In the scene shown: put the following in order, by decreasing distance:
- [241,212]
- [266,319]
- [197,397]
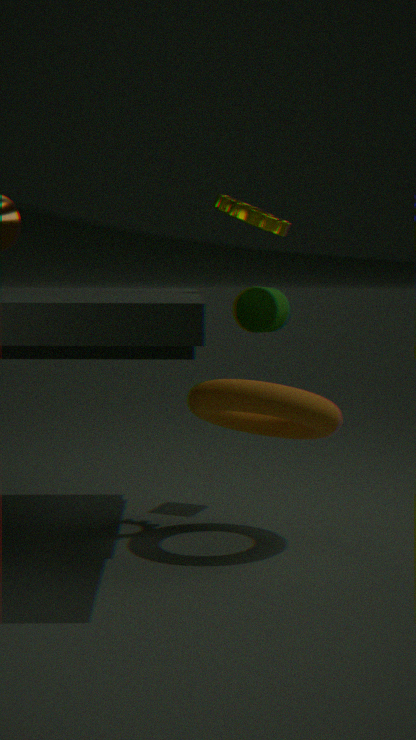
[266,319]
[241,212]
[197,397]
